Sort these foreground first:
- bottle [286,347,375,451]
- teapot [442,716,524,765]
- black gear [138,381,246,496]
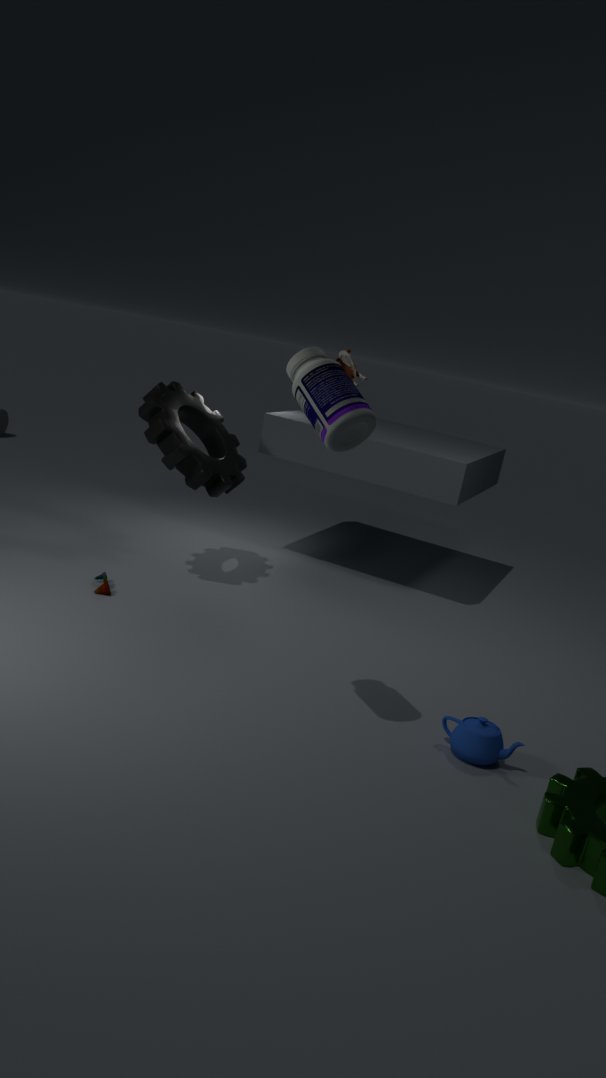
bottle [286,347,375,451]
teapot [442,716,524,765]
black gear [138,381,246,496]
